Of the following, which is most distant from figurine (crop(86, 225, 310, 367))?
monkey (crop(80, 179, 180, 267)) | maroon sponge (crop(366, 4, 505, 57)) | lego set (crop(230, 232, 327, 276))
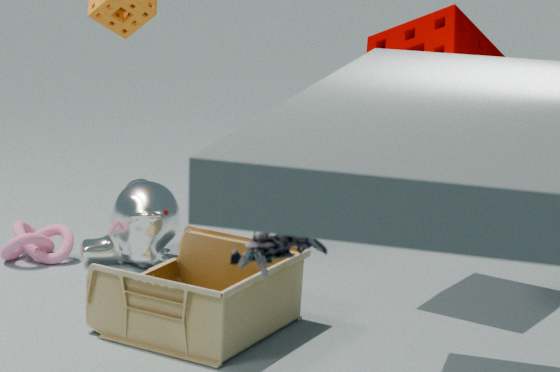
lego set (crop(230, 232, 327, 276))
